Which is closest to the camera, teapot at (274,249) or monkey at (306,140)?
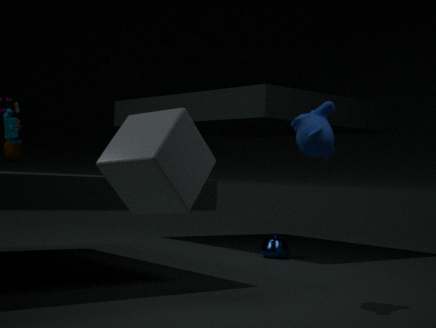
monkey at (306,140)
